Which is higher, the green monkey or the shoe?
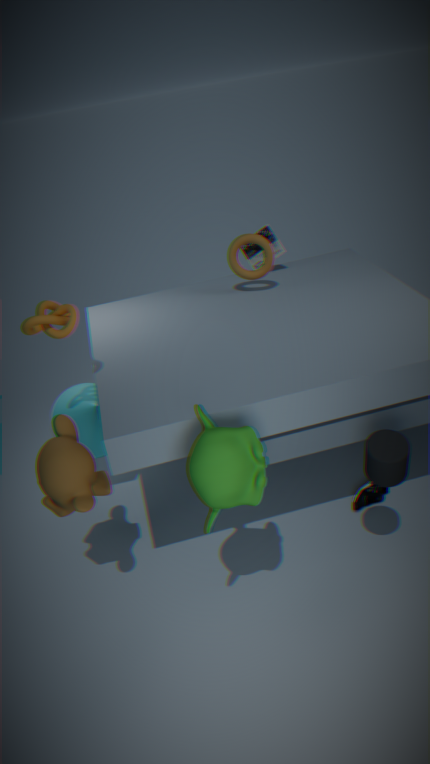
the green monkey
